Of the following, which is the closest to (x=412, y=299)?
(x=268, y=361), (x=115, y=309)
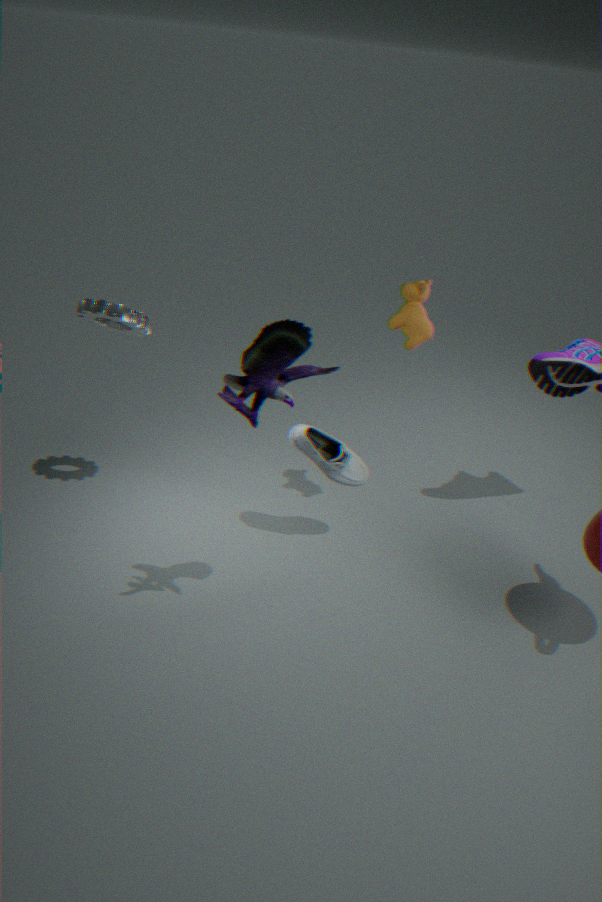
(x=268, y=361)
